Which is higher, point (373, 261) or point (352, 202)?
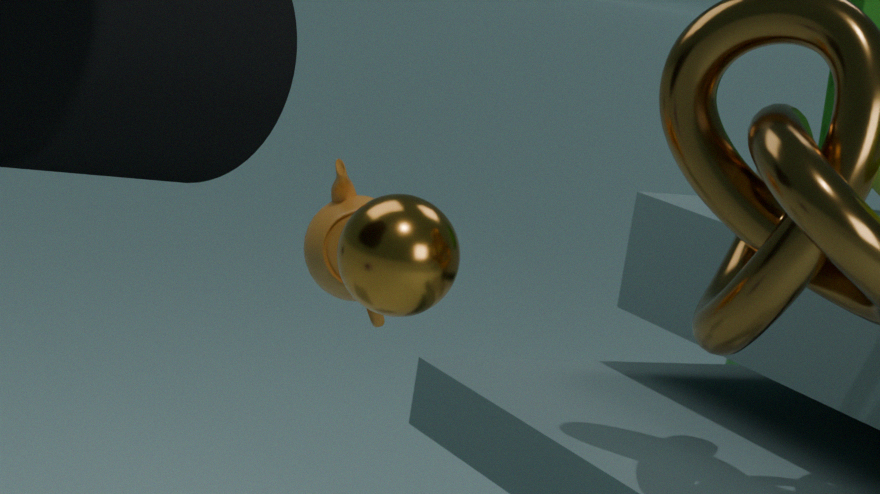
point (373, 261)
